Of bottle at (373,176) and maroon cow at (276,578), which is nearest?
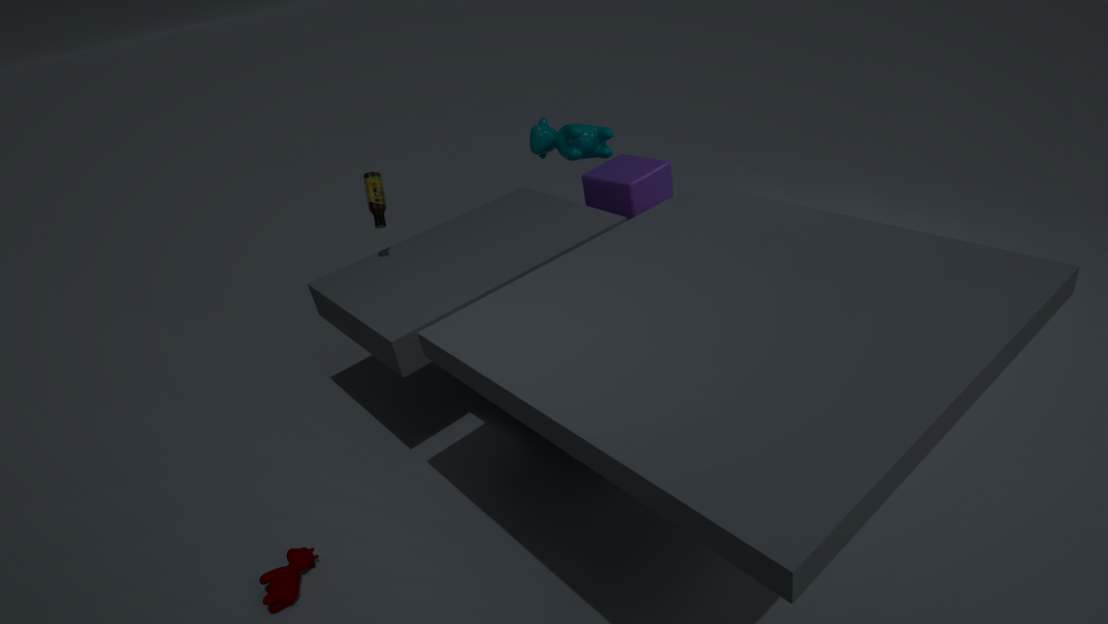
maroon cow at (276,578)
